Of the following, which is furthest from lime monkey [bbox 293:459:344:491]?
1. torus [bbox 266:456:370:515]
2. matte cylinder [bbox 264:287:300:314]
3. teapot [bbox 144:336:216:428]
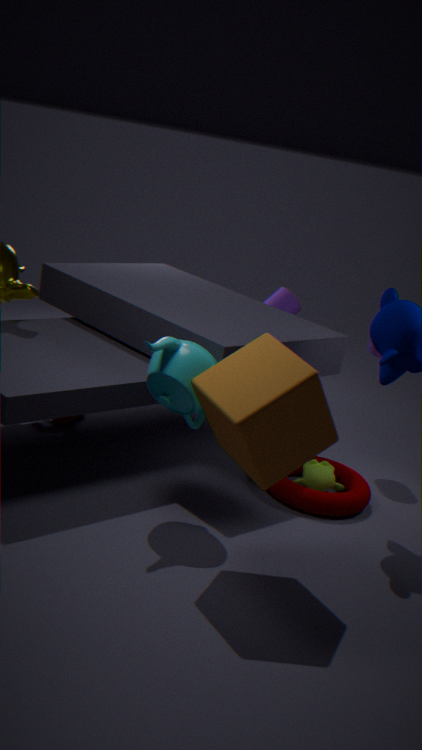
matte cylinder [bbox 264:287:300:314]
